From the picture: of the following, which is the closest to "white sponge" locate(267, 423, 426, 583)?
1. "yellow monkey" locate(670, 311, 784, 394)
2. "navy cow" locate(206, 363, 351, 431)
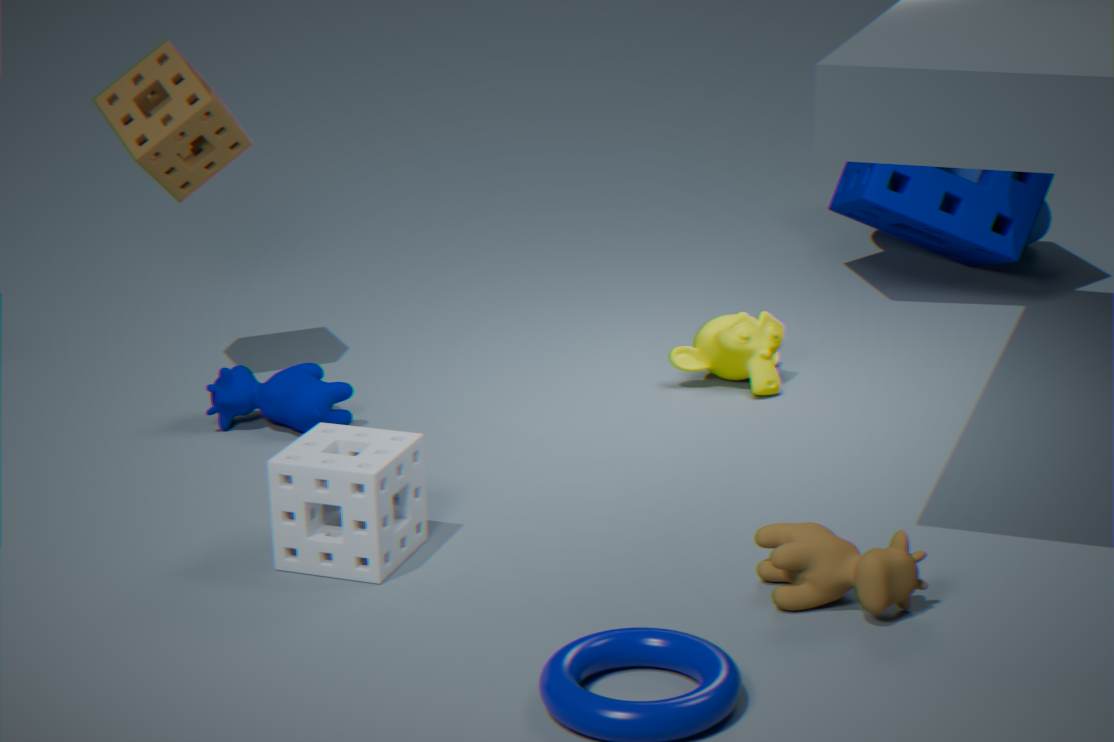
"navy cow" locate(206, 363, 351, 431)
